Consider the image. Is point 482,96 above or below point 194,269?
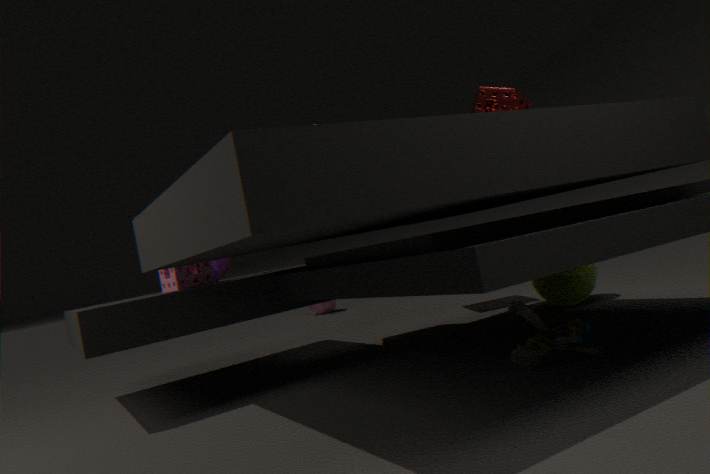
above
